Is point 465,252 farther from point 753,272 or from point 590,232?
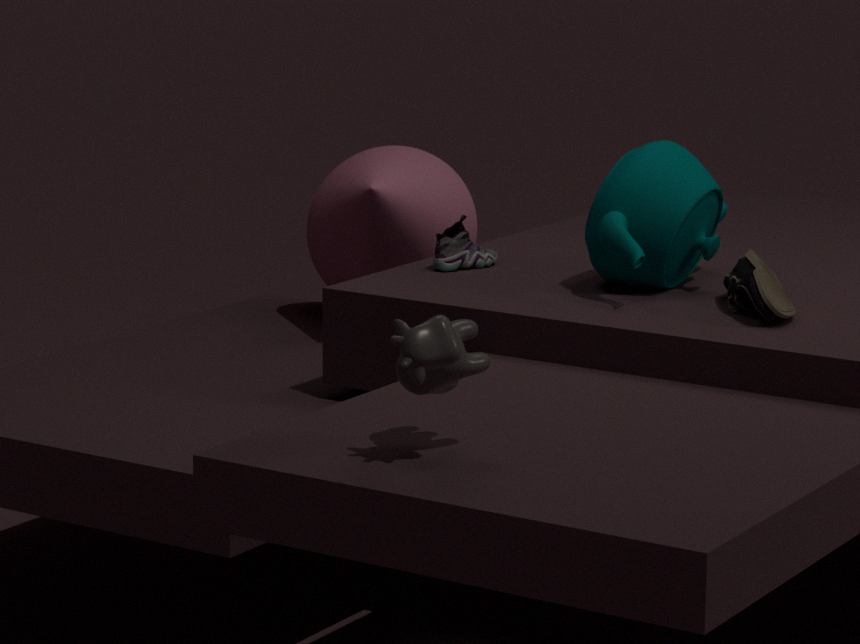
point 753,272
